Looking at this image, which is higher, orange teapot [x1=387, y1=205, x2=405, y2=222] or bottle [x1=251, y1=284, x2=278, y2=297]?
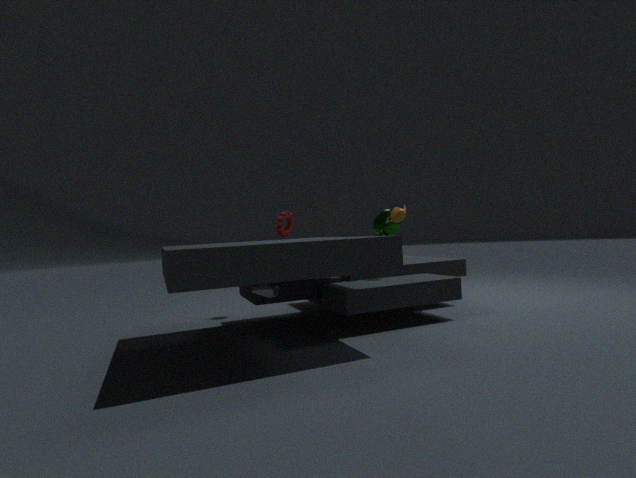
orange teapot [x1=387, y1=205, x2=405, y2=222]
